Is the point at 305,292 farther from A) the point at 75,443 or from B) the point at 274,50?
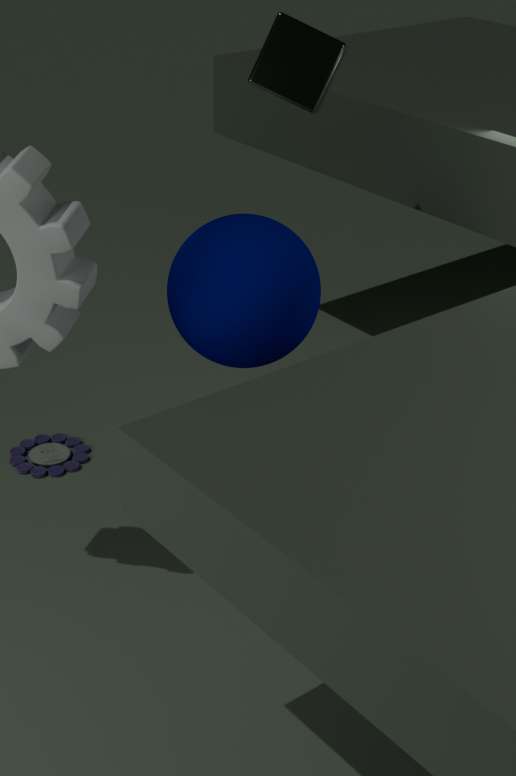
A) the point at 75,443
